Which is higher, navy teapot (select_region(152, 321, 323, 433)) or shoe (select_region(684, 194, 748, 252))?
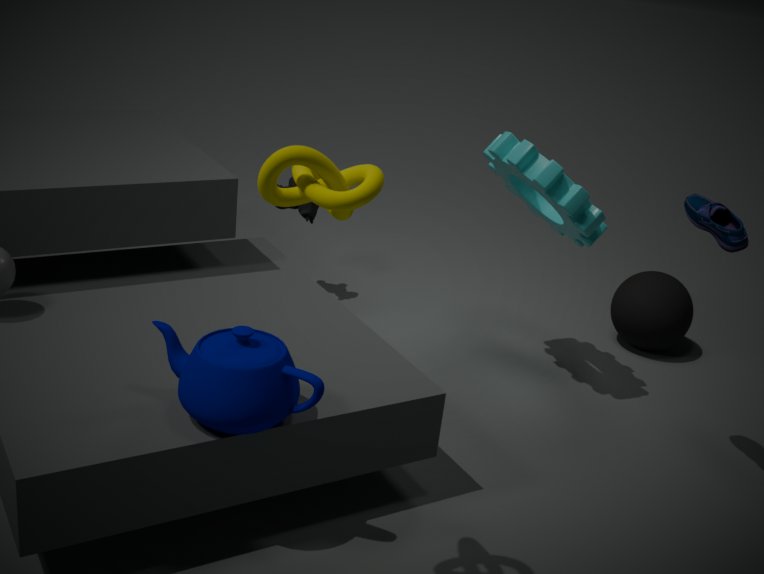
shoe (select_region(684, 194, 748, 252))
